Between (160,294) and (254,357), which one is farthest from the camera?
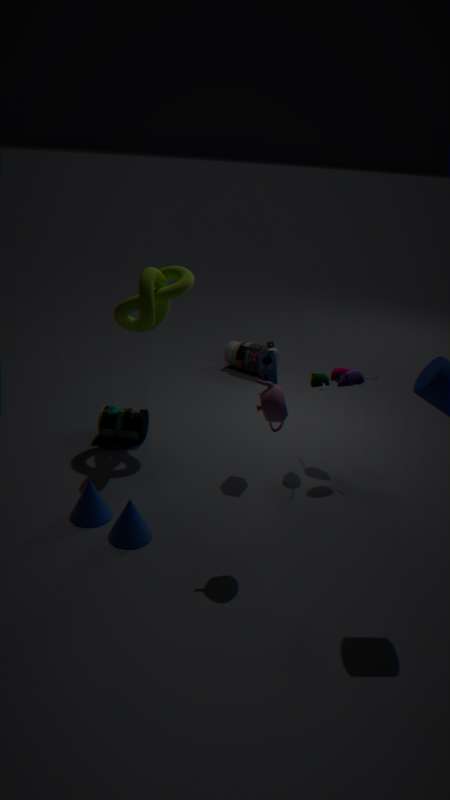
(254,357)
